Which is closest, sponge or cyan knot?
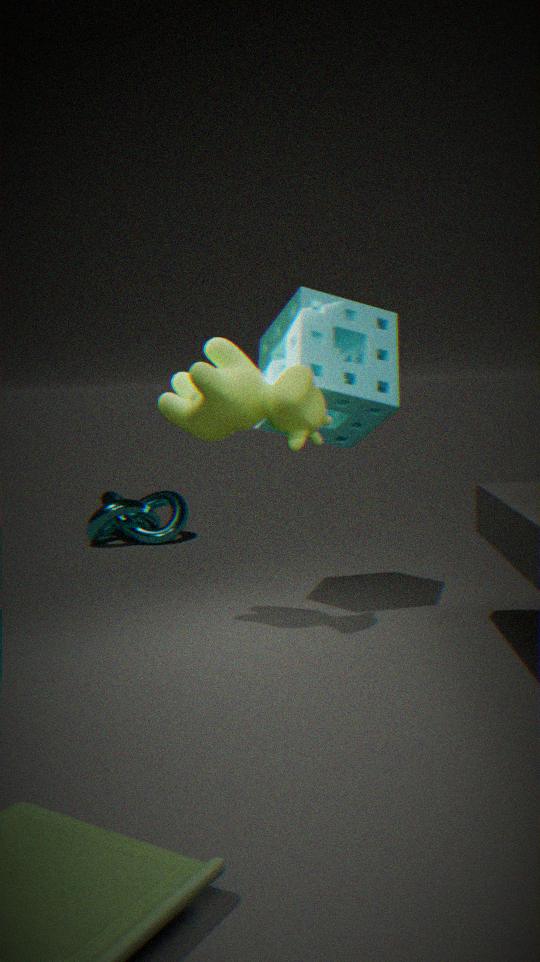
sponge
